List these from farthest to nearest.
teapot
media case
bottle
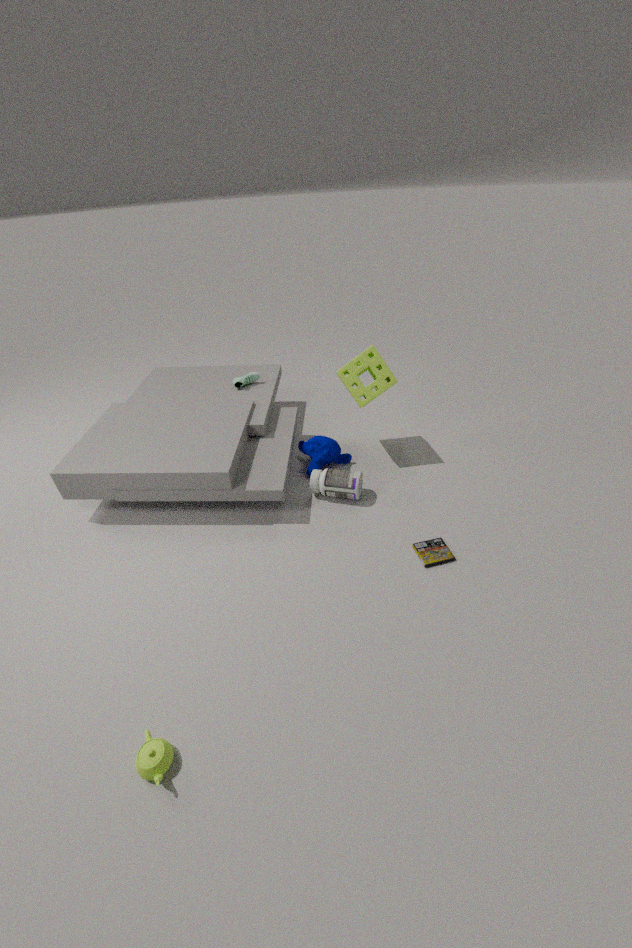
bottle, media case, teapot
